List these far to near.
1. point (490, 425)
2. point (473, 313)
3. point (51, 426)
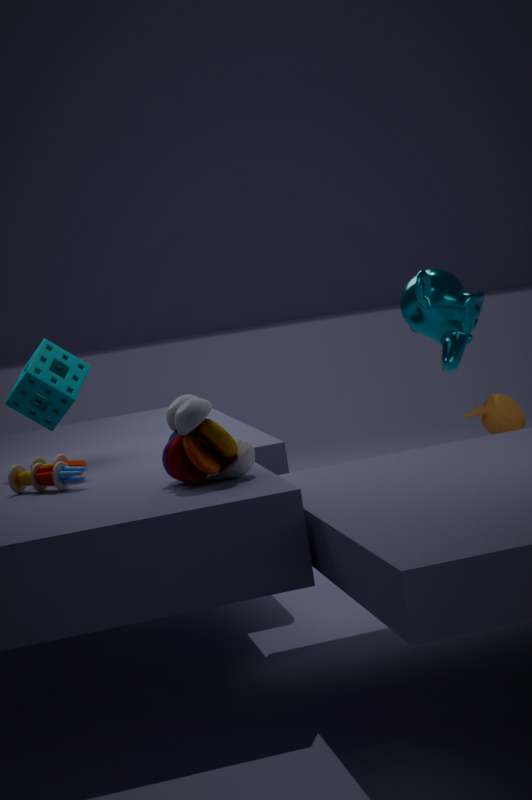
point (473, 313)
point (490, 425)
point (51, 426)
